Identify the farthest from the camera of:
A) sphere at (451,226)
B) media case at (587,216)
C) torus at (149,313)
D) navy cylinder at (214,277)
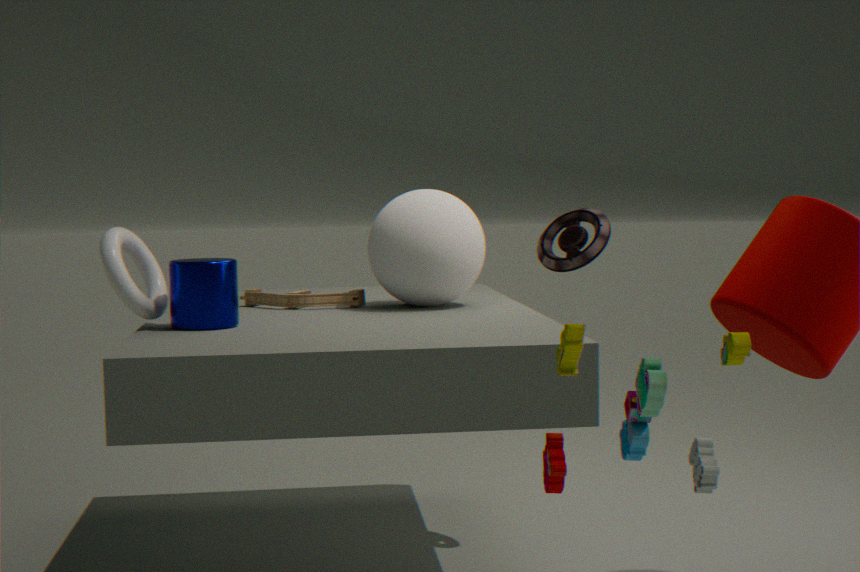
media case at (587,216)
